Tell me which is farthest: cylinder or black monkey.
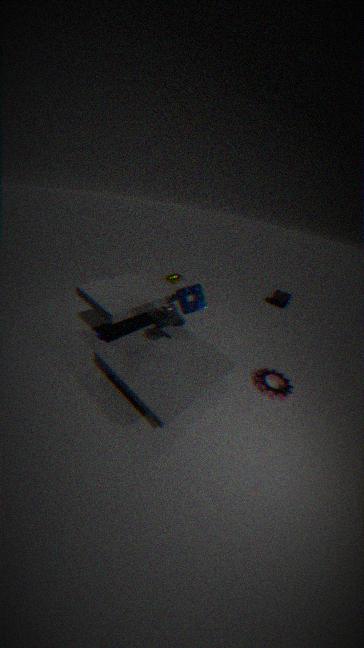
cylinder
